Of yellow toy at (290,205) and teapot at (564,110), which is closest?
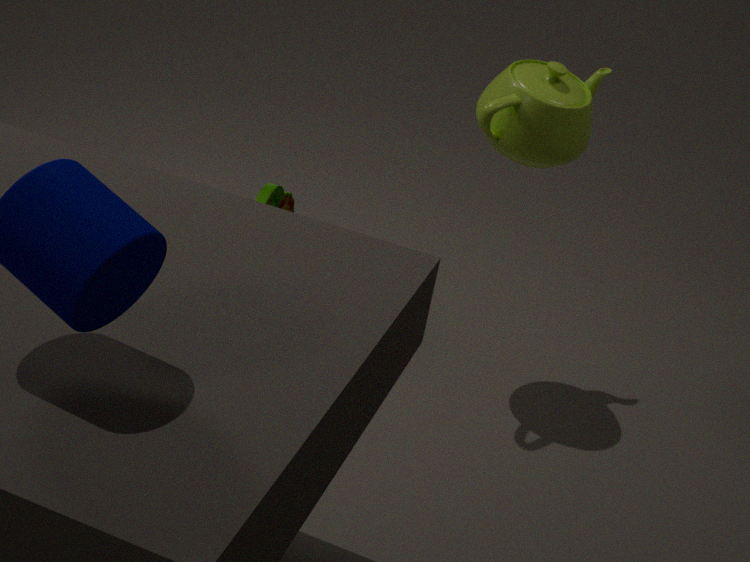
teapot at (564,110)
